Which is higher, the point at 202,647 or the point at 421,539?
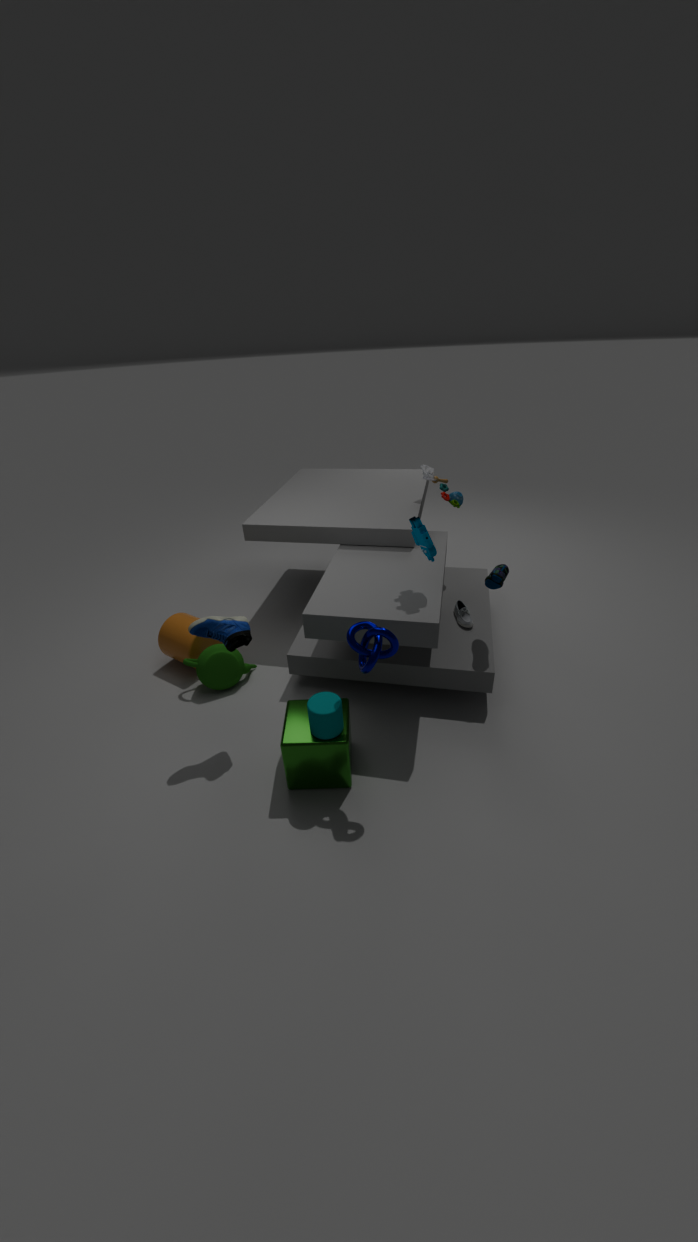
the point at 421,539
